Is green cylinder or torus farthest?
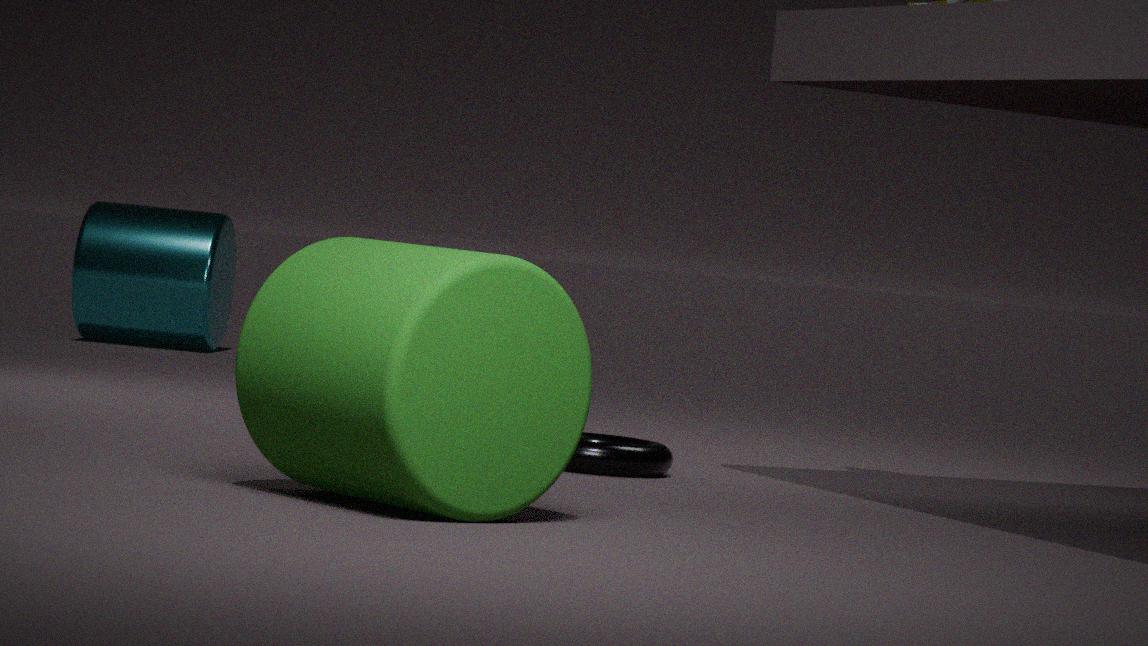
torus
